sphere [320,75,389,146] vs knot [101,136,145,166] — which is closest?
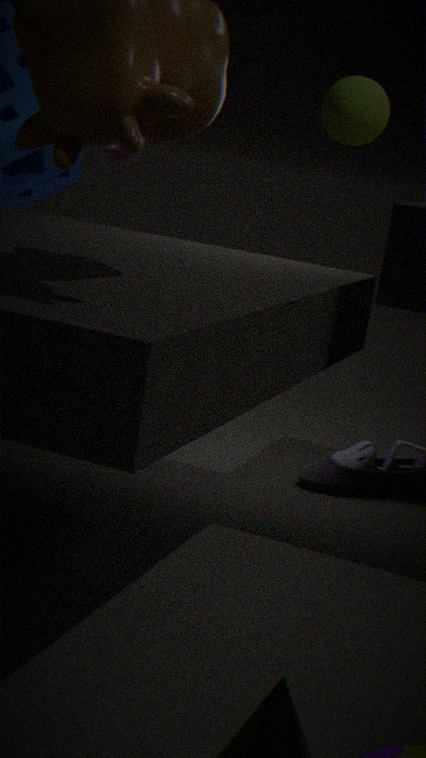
sphere [320,75,389,146]
